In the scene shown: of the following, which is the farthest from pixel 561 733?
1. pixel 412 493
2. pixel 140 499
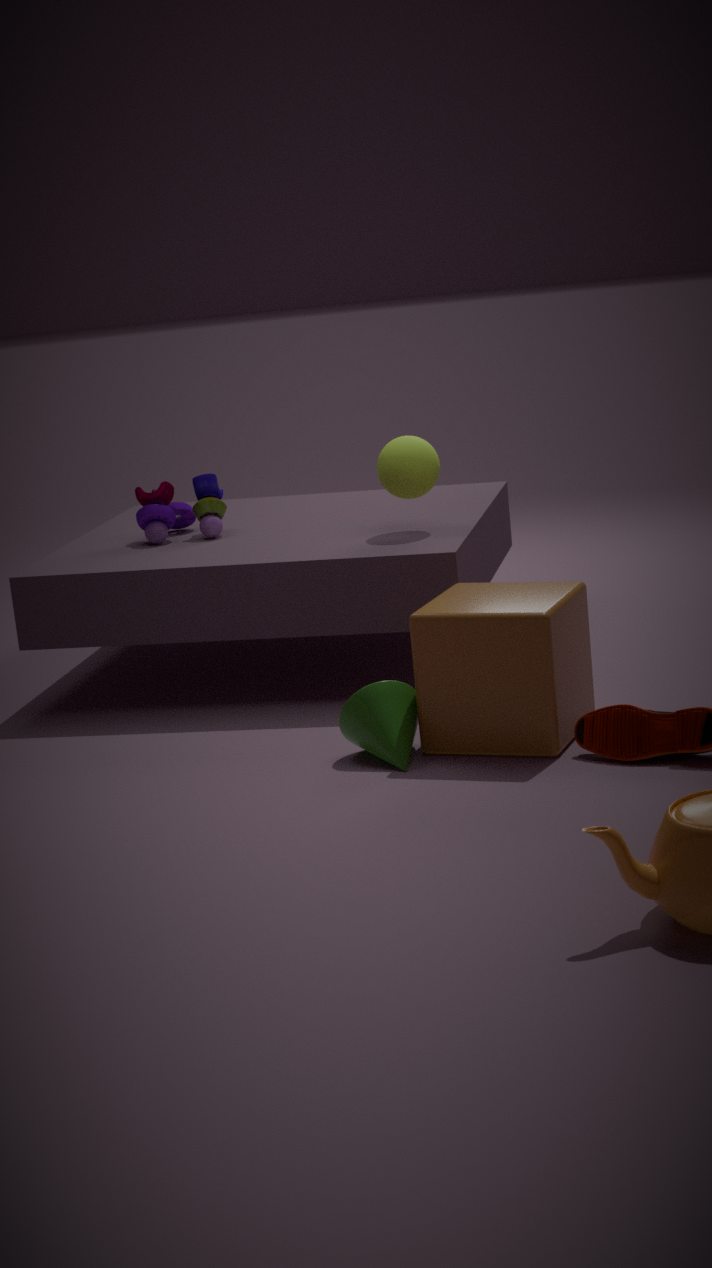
pixel 140 499
